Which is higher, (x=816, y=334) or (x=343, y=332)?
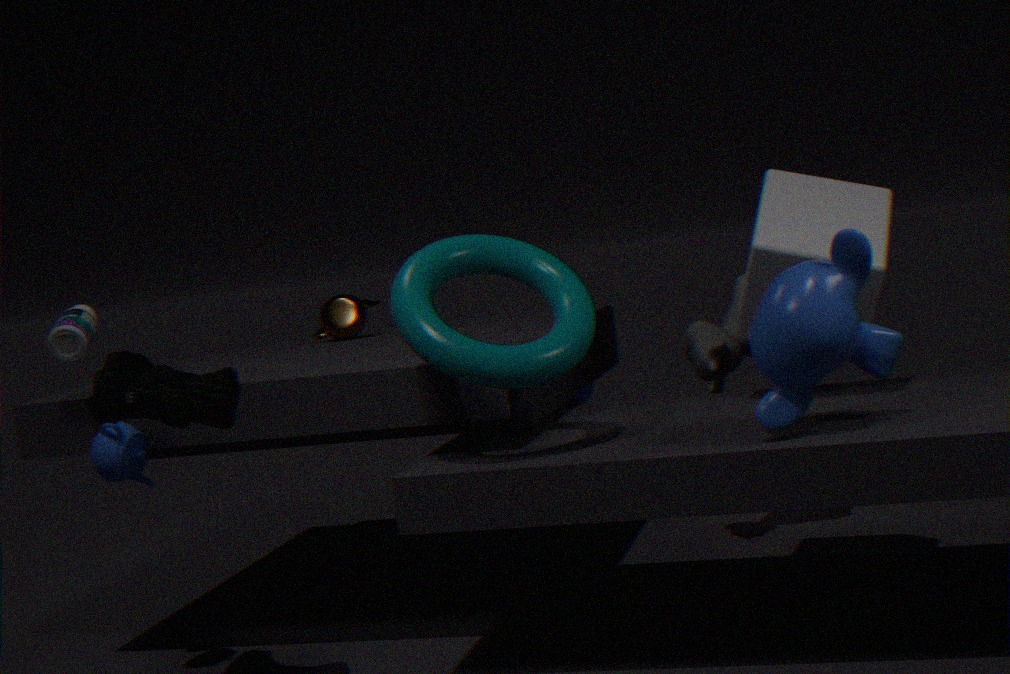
(x=343, y=332)
